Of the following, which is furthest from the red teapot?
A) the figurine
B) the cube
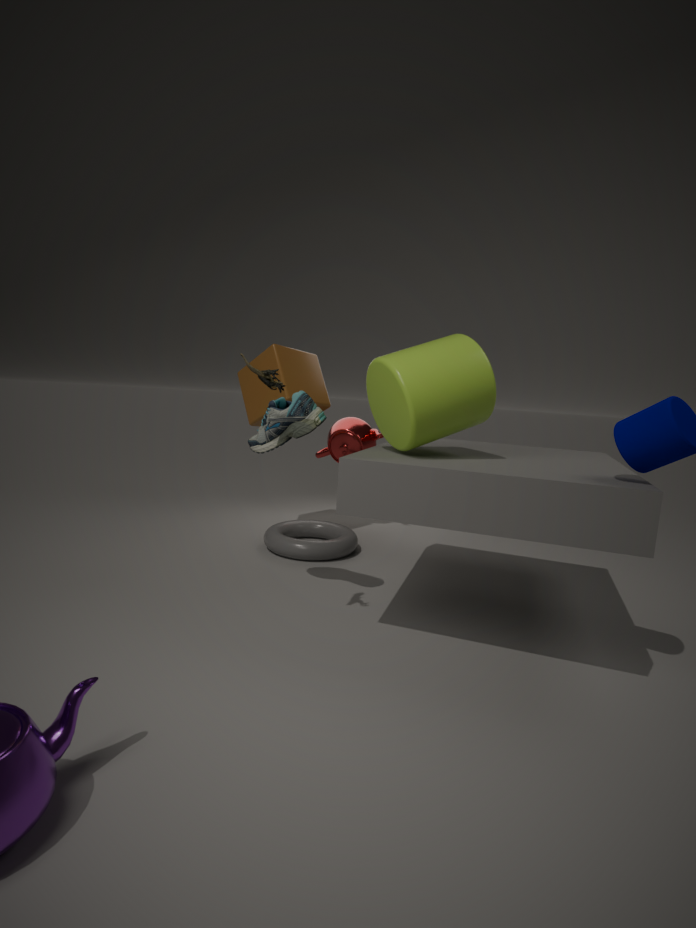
the figurine
